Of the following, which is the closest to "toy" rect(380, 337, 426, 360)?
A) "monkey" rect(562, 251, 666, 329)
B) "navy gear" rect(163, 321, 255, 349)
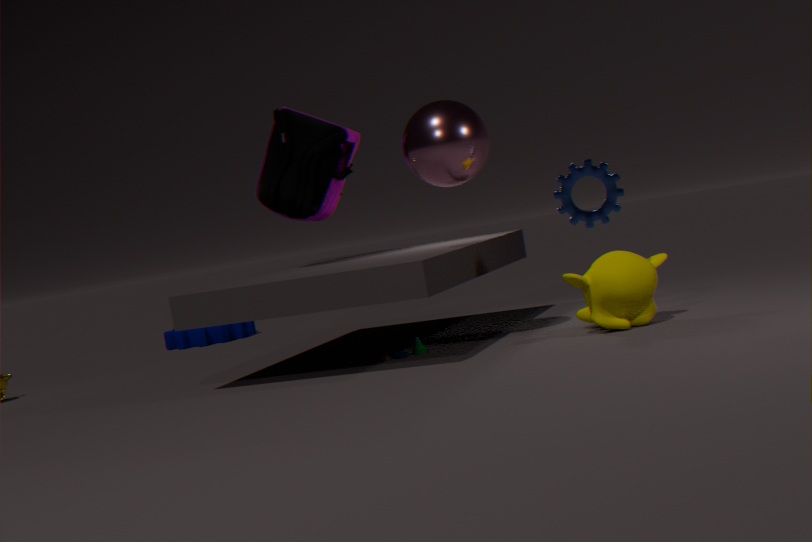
"monkey" rect(562, 251, 666, 329)
